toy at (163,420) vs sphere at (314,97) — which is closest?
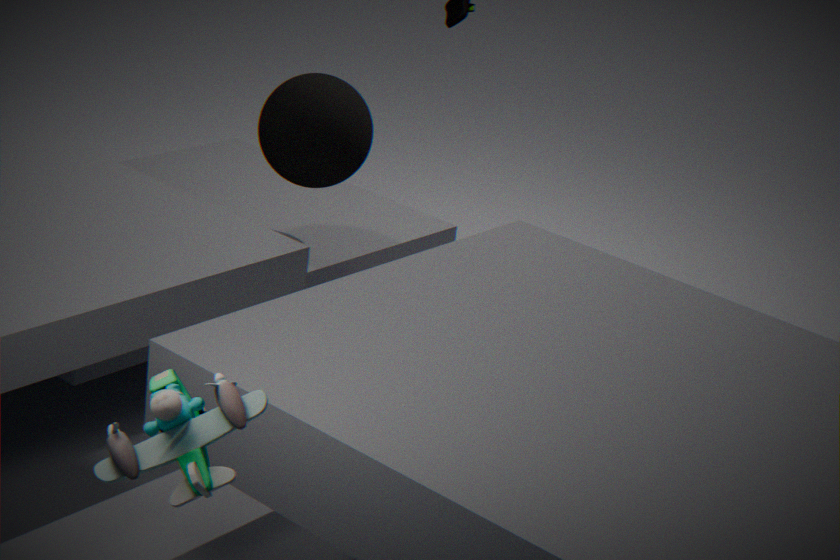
toy at (163,420)
